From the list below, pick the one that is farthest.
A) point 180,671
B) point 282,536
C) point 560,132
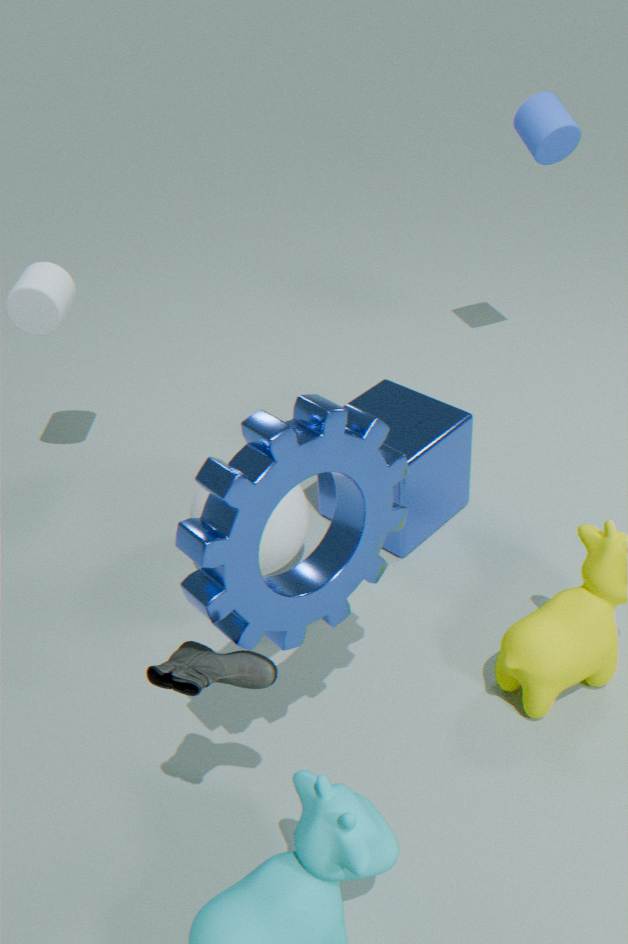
point 560,132
